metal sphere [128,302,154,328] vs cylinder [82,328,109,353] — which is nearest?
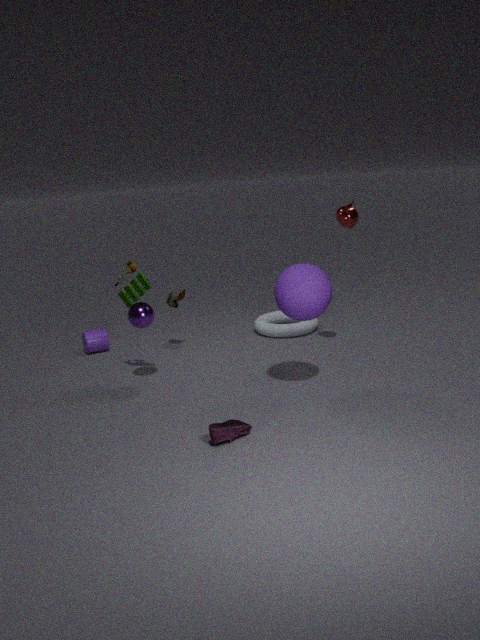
metal sphere [128,302,154,328]
